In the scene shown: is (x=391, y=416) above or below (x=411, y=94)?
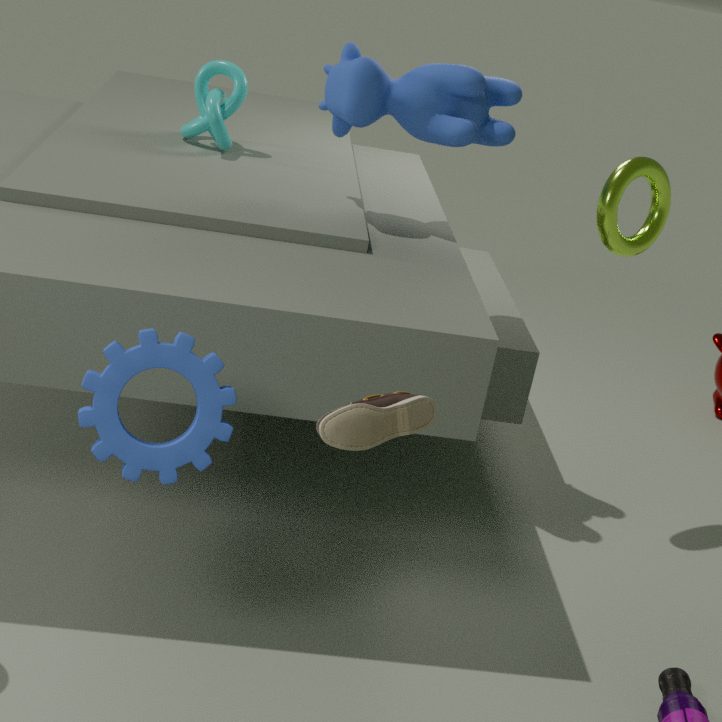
below
